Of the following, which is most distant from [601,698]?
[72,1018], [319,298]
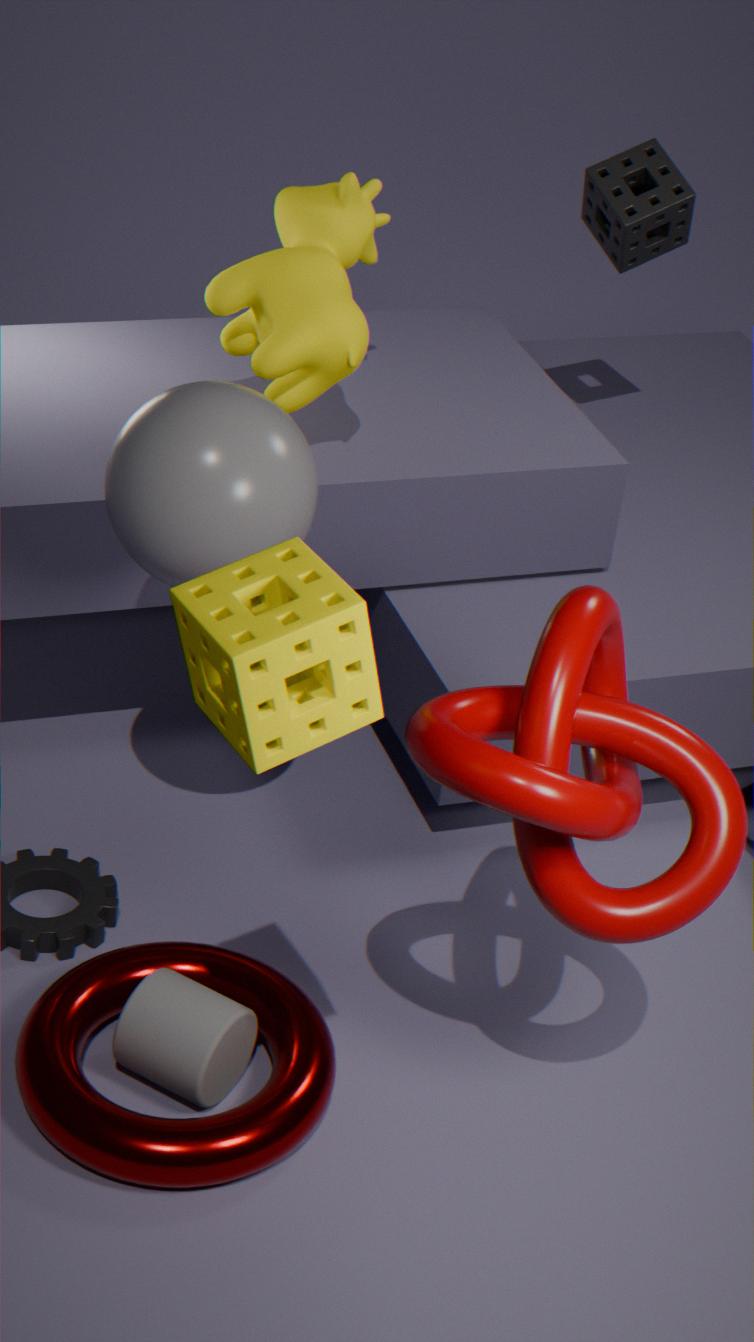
[319,298]
